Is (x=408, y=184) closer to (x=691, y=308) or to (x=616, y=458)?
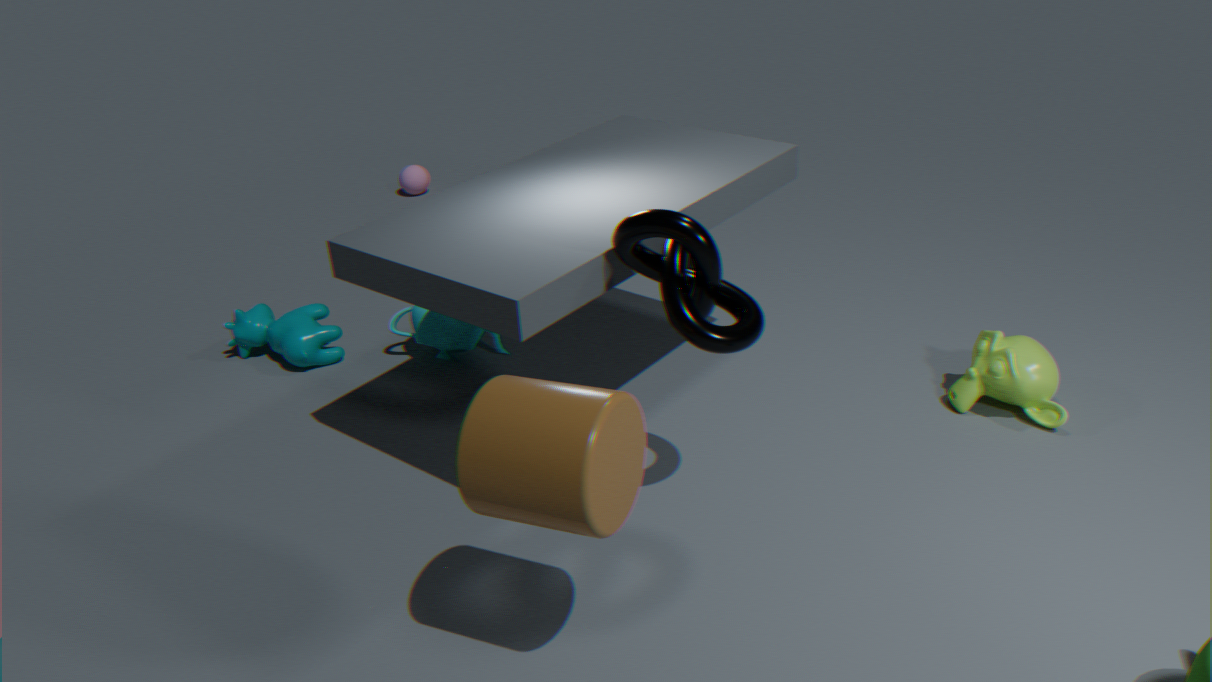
(x=691, y=308)
